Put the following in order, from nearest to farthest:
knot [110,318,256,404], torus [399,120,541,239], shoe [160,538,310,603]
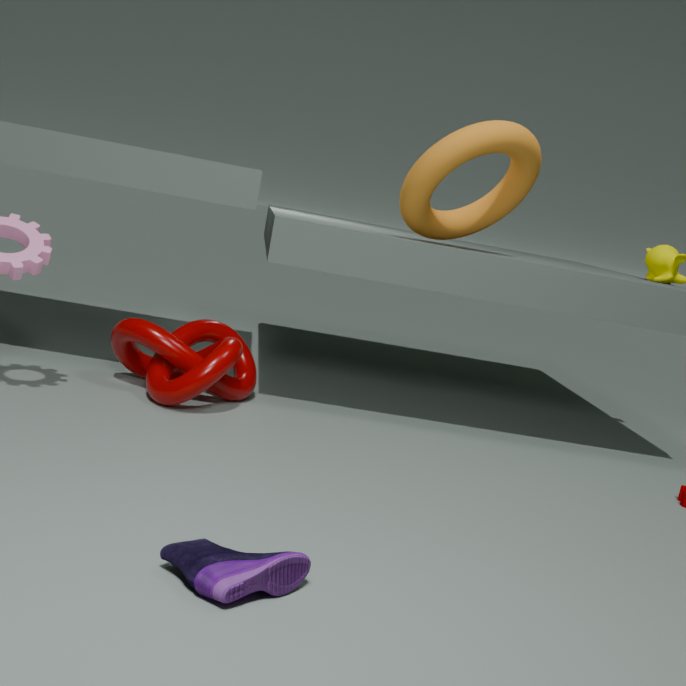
shoe [160,538,310,603], knot [110,318,256,404], torus [399,120,541,239]
